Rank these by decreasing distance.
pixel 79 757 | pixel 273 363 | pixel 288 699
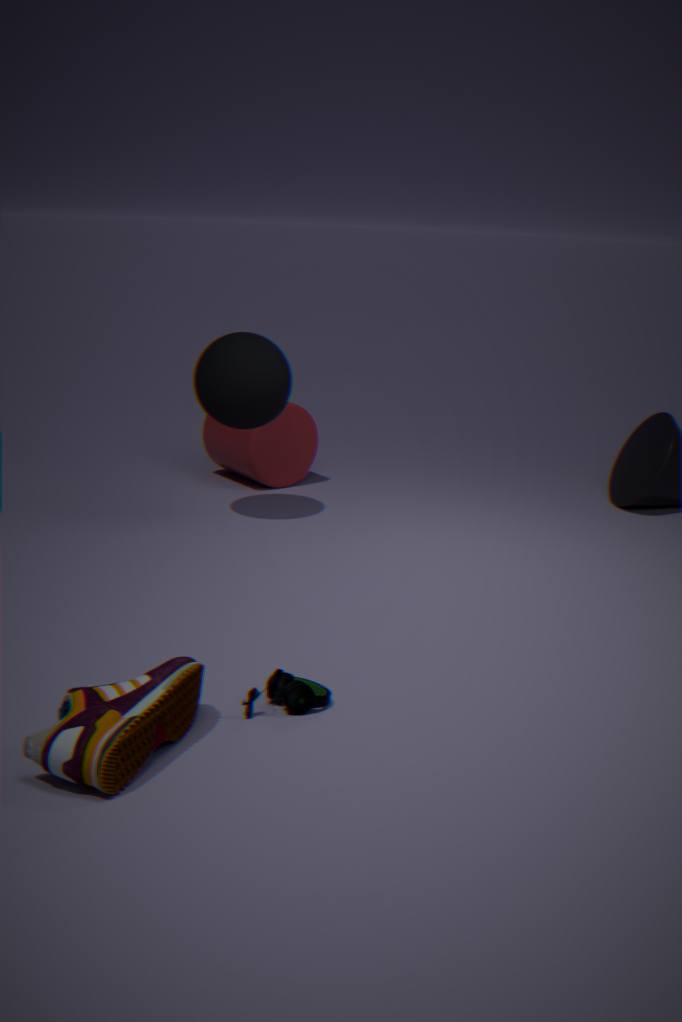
1. pixel 273 363
2. pixel 288 699
3. pixel 79 757
